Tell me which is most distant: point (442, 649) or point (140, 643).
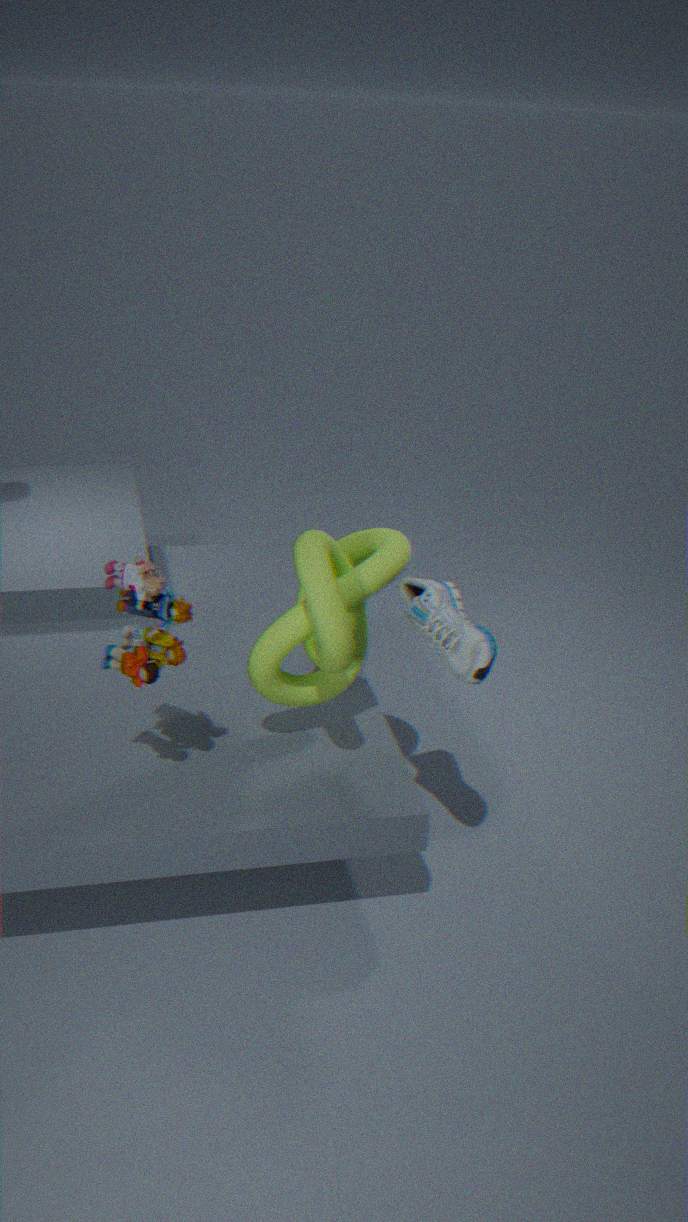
point (442, 649)
